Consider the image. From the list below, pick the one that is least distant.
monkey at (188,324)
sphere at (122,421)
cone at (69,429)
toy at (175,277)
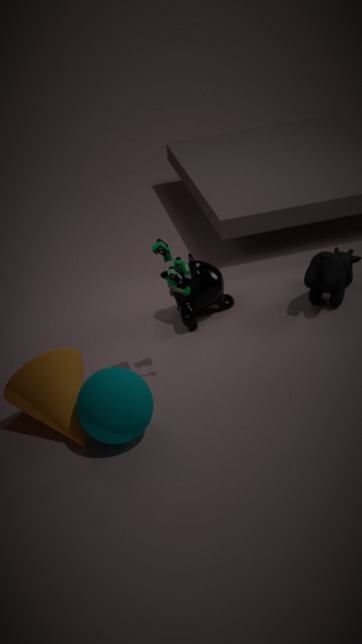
sphere at (122,421)
